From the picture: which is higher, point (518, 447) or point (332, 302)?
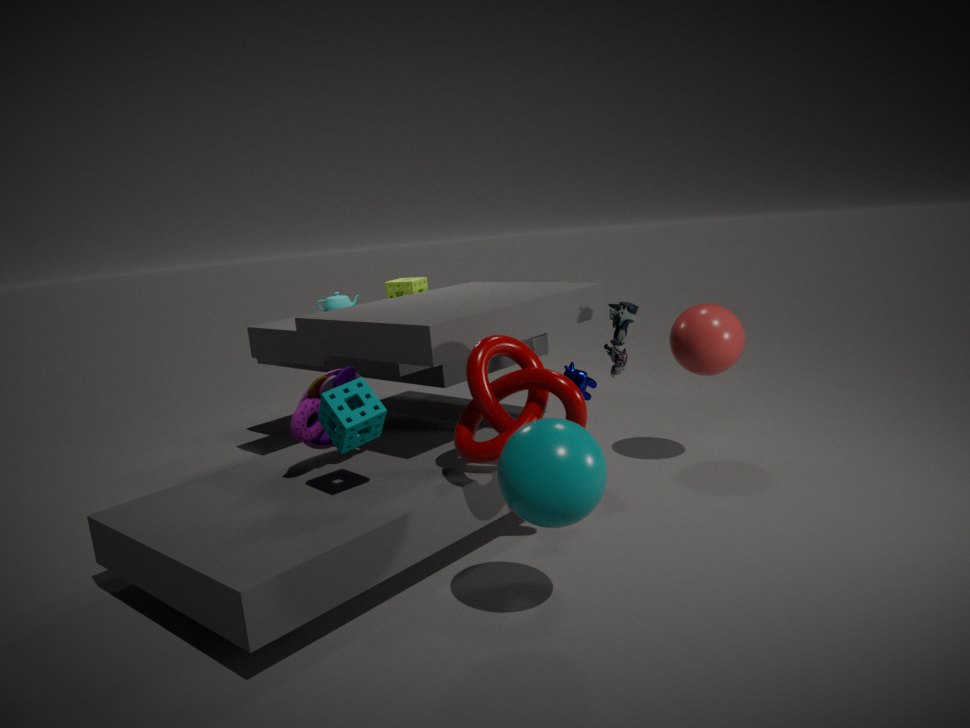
point (332, 302)
